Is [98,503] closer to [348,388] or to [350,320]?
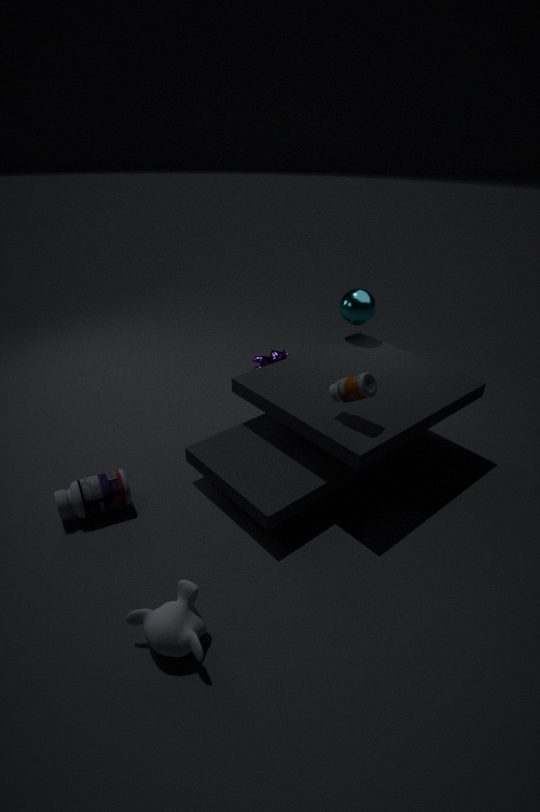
[348,388]
